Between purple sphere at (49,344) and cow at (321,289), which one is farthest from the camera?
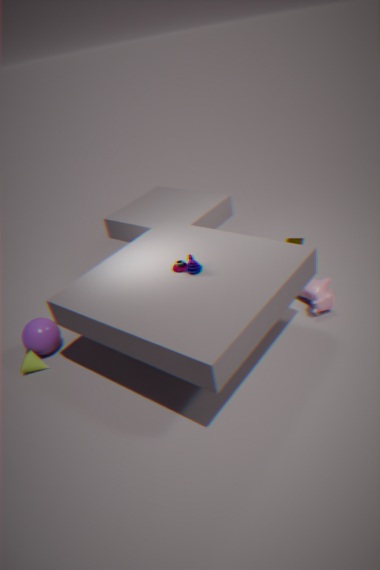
purple sphere at (49,344)
